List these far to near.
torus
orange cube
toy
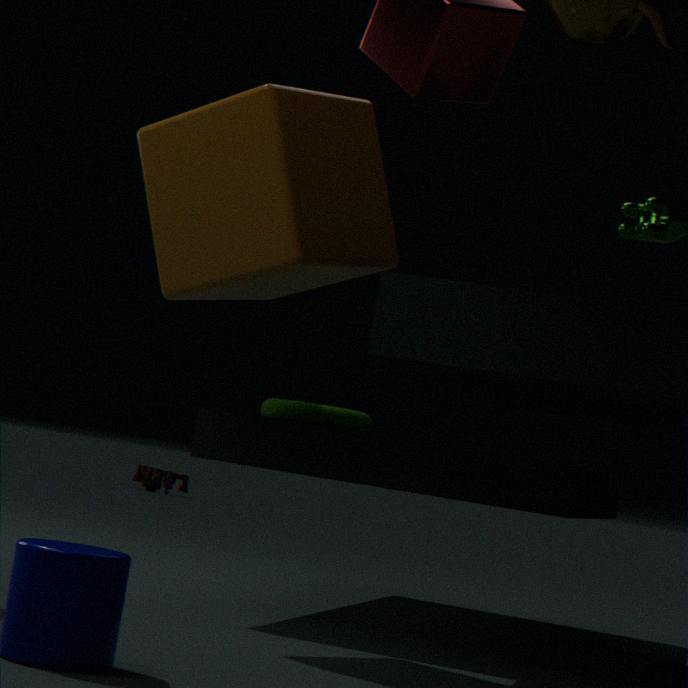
toy < torus < orange cube
